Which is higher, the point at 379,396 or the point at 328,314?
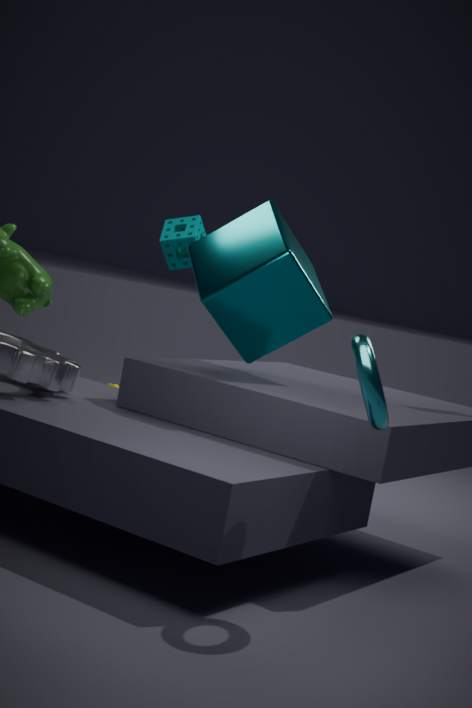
the point at 328,314
